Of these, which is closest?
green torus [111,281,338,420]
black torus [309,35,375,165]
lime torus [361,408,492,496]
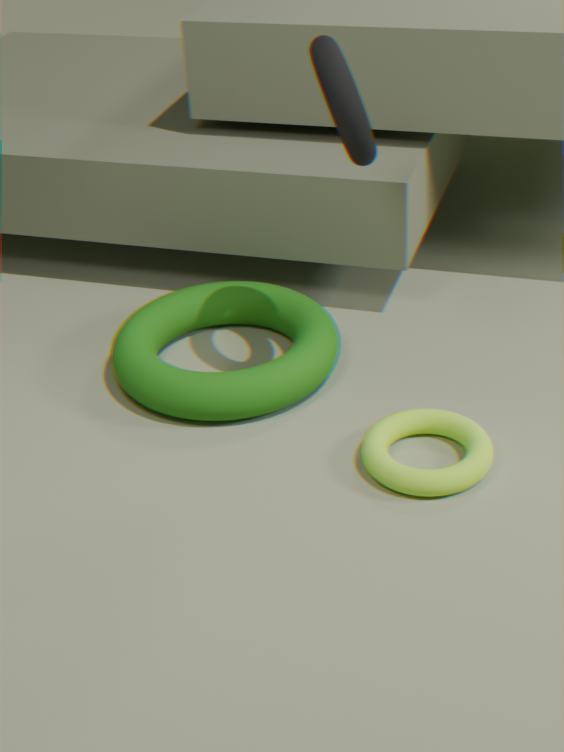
black torus [309,35,375,165]
